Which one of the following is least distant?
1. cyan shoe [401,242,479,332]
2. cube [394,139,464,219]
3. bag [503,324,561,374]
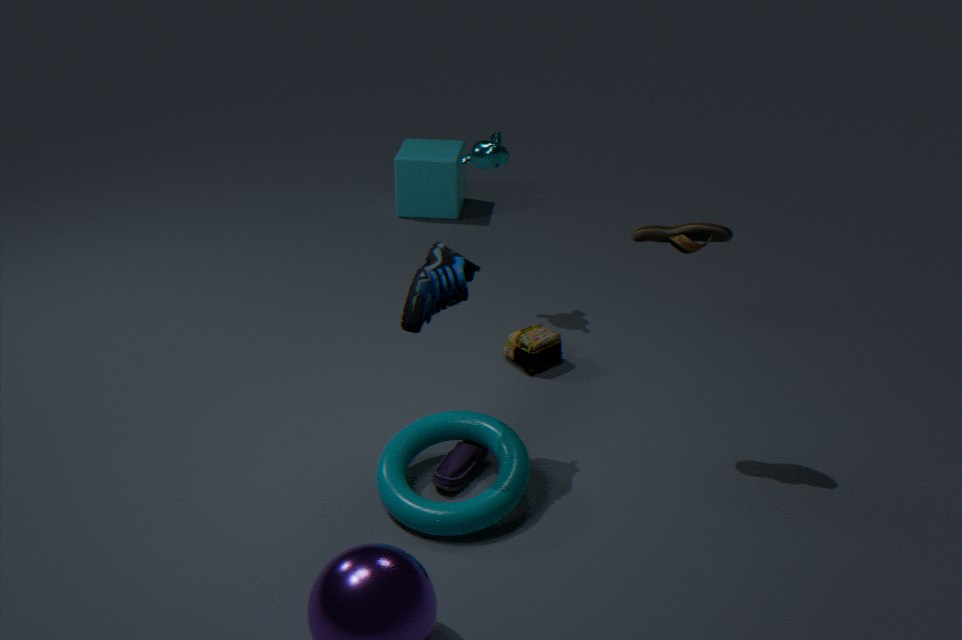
cyan shoe [401,242,479,332]
